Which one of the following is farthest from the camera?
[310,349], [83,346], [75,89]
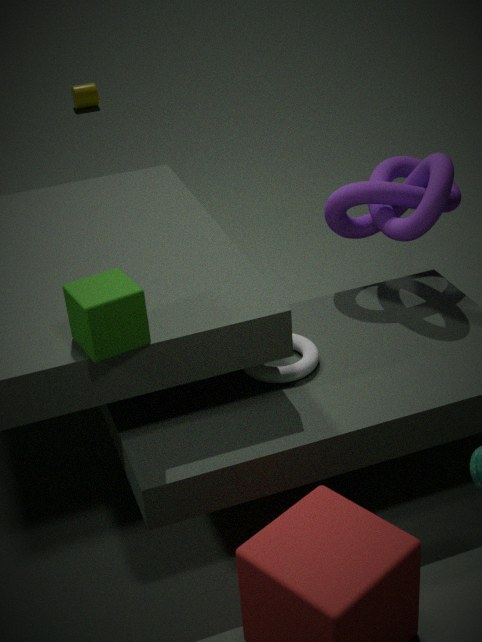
[75,89]
